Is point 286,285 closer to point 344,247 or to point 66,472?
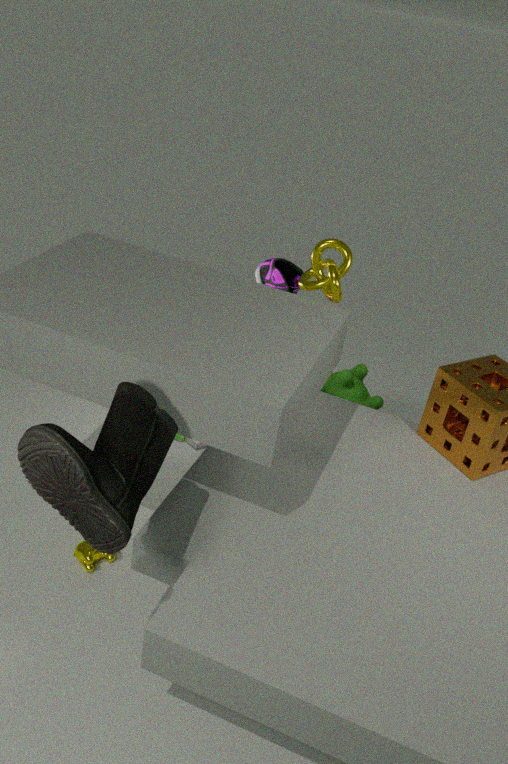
point 344,247
